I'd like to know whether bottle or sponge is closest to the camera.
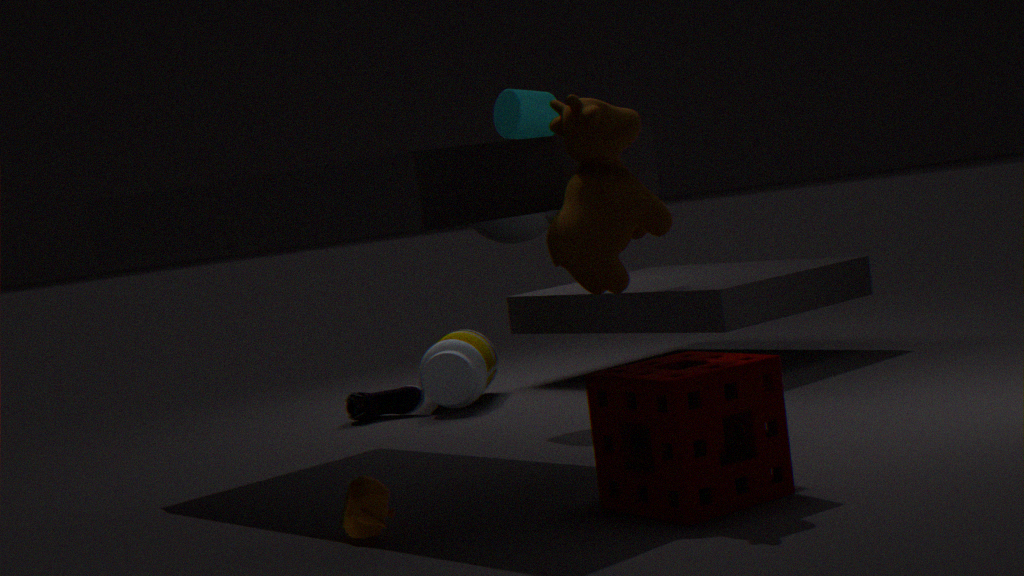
sponge
